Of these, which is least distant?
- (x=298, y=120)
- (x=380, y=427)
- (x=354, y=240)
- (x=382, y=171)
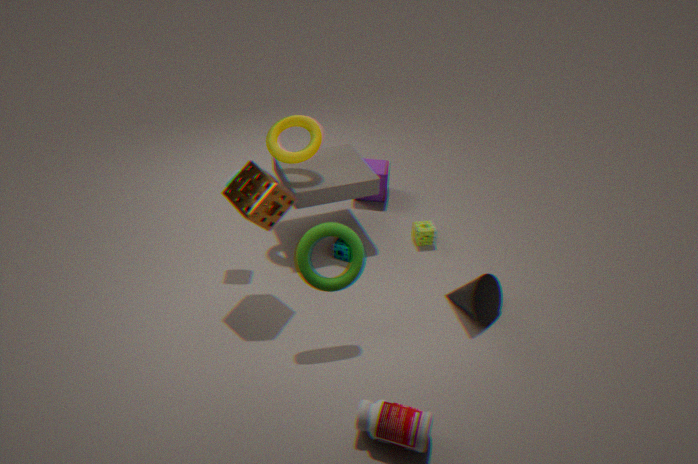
(x=380, y=427)
